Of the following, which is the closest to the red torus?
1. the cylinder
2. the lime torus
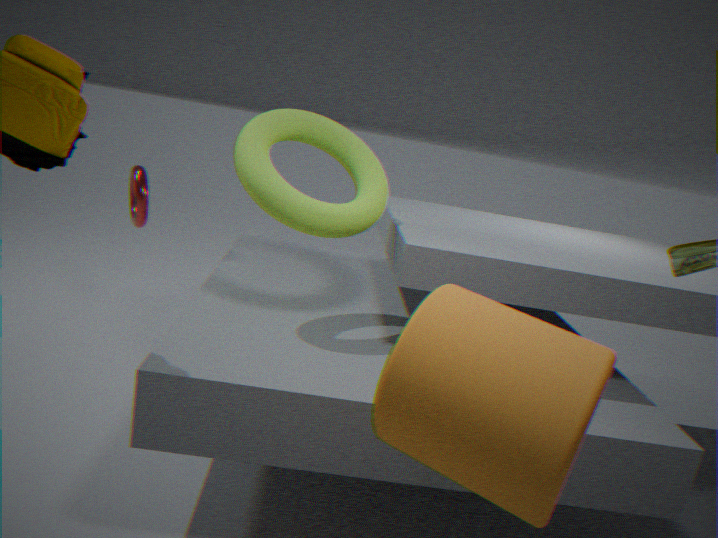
the lime torus
